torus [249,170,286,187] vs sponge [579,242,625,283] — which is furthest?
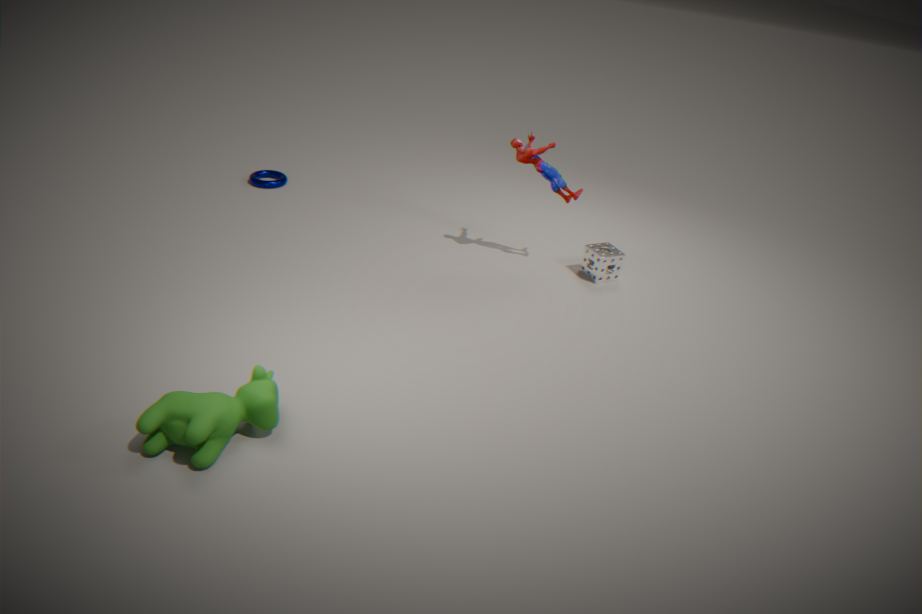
torus [249,170,286,187]
